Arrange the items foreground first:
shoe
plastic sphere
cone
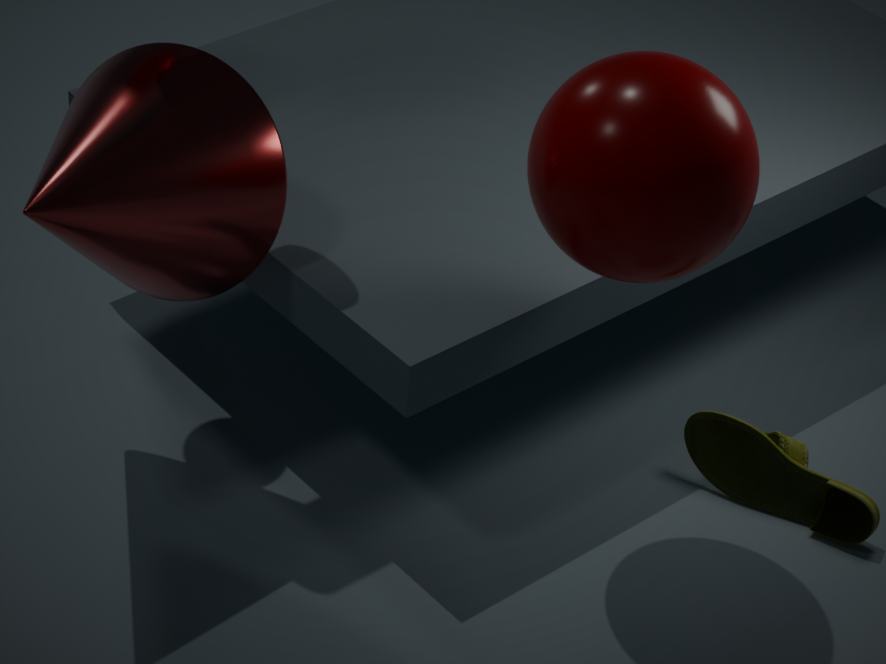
1. plastic sphere
2. cone
3. shoe
